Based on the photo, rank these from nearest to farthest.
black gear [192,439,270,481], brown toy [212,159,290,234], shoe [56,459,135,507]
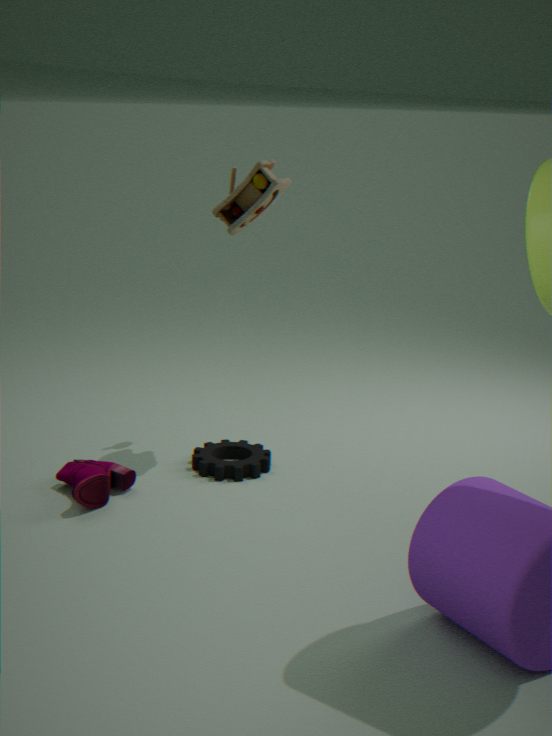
shoe [56,459,135,507]
brown toy [212,159,290,234]
black gear [192,439,270,481]
